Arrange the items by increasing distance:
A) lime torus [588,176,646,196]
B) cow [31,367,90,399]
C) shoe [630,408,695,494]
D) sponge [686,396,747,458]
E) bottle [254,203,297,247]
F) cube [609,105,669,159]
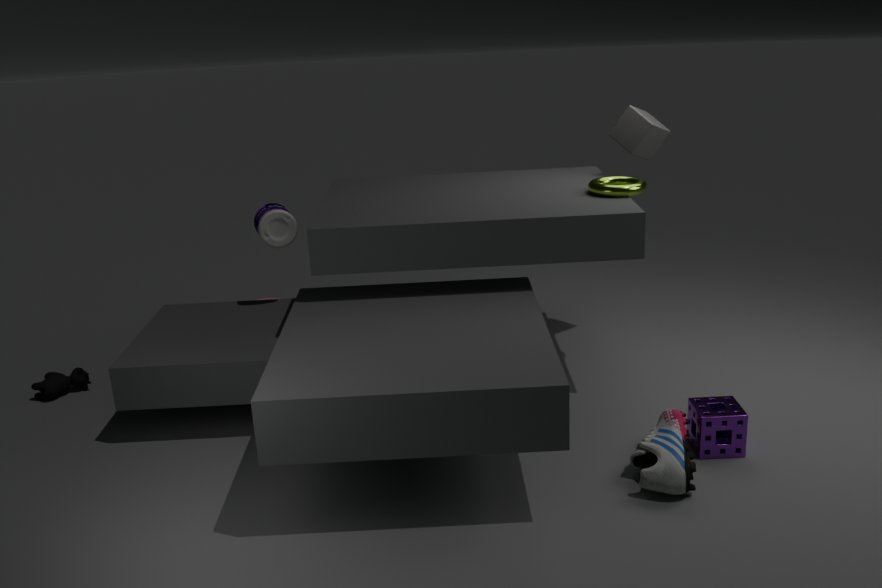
shoe [630,408,695,494], sponge [686,396,747,458], lime torus [588,176,646,196], bottle [254,203,297,247], cow [31,367,90,399], cube [609,105,669,159]
